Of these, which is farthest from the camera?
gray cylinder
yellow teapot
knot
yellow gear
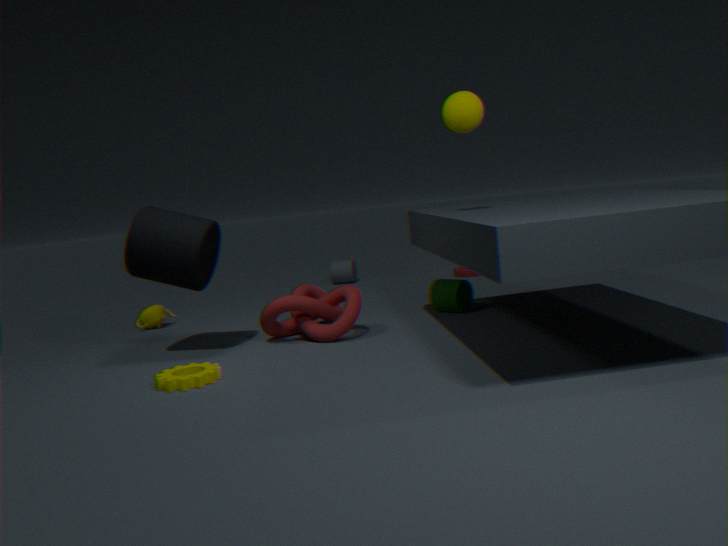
Answer: gray cylinder
